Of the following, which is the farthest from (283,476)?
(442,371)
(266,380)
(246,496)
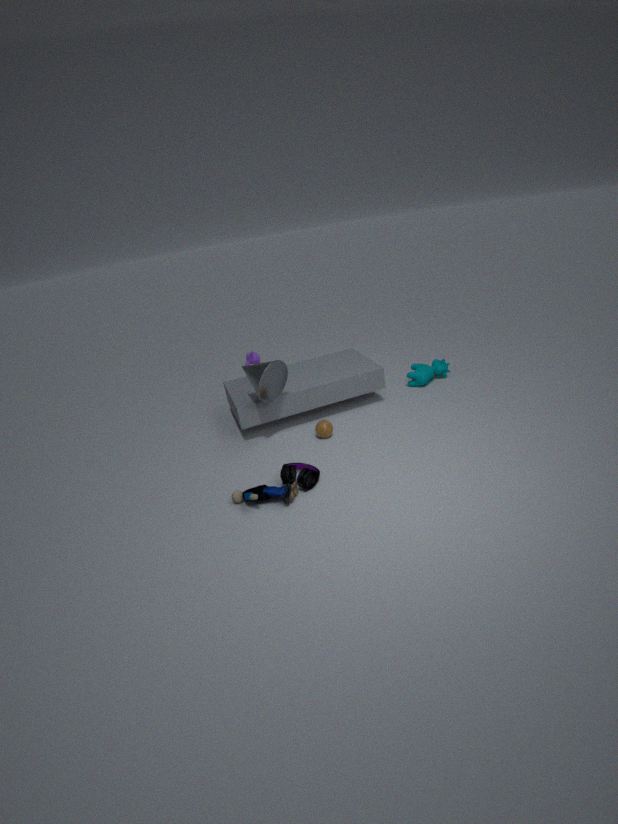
(442,371)
